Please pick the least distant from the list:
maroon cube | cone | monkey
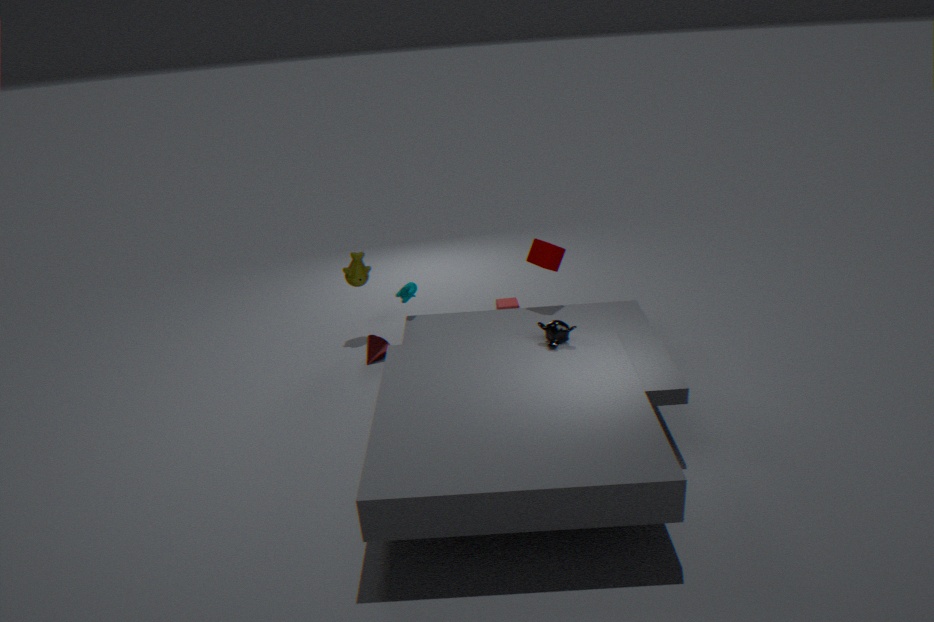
monkey
